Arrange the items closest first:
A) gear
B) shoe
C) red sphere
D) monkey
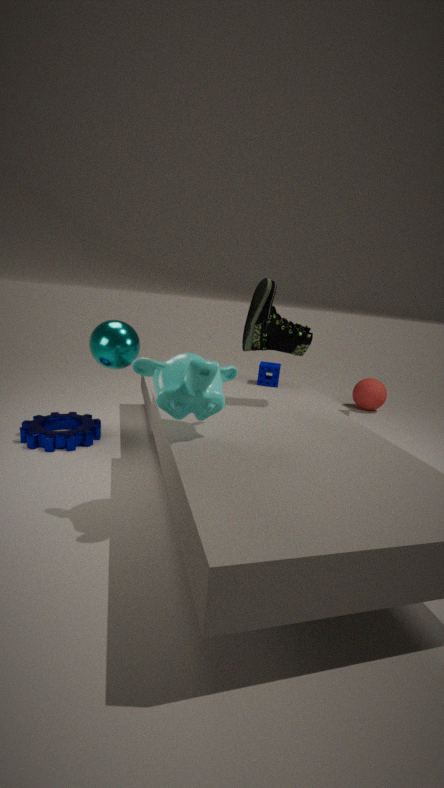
monkey → shoe → gear → red sphere
